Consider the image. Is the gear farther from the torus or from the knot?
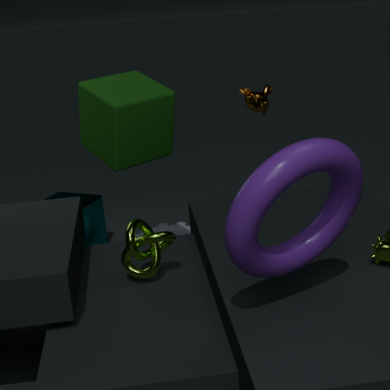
the torus
